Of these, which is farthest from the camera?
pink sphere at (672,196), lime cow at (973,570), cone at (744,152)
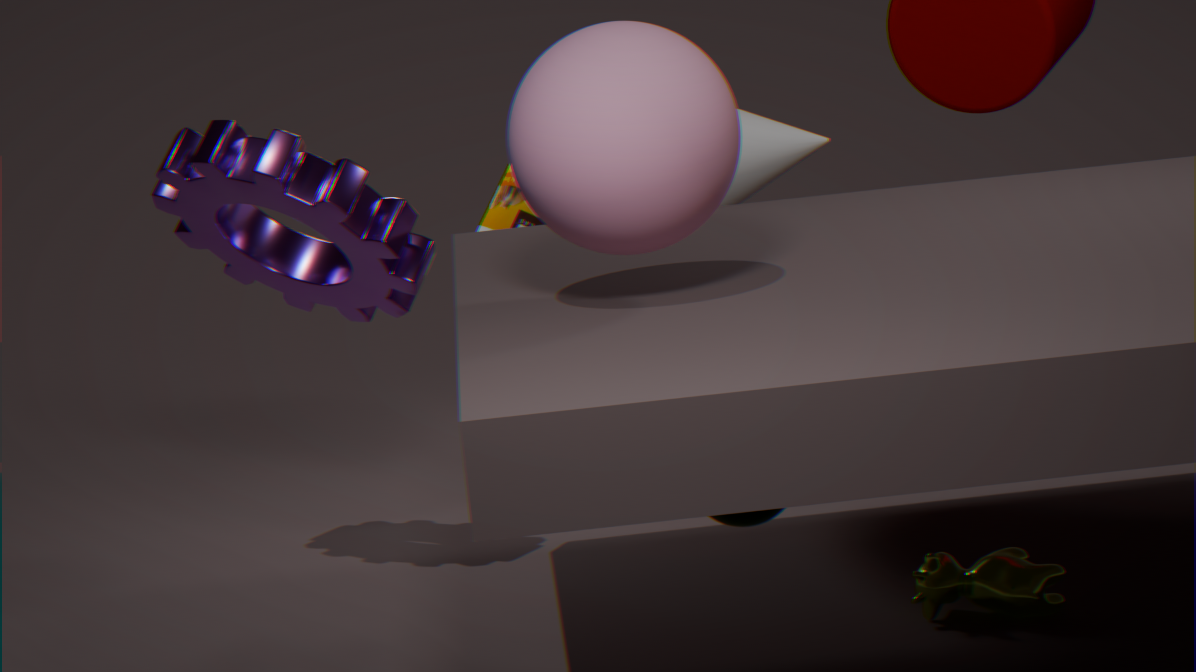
cone at (744,152)
